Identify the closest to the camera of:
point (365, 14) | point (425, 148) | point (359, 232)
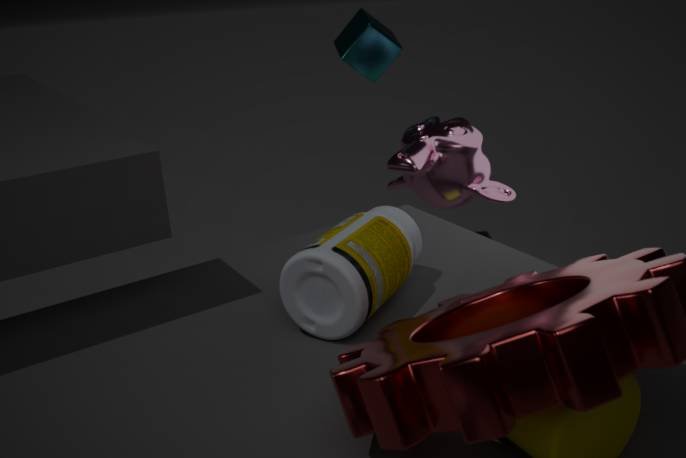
point (359, 232)
